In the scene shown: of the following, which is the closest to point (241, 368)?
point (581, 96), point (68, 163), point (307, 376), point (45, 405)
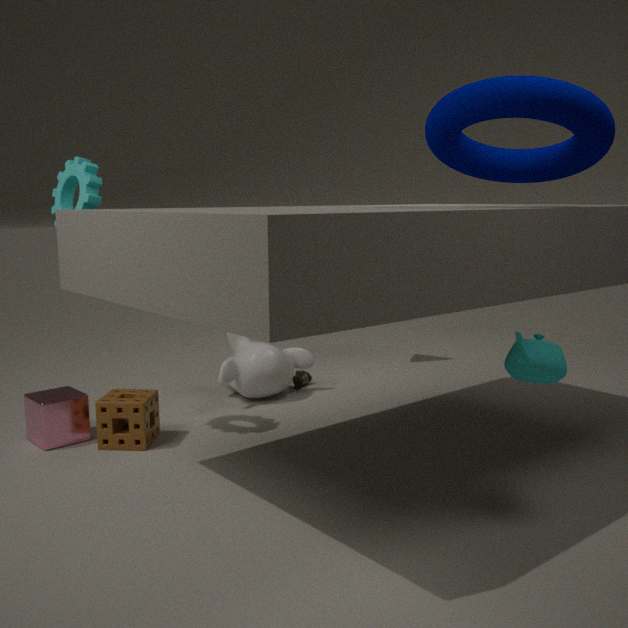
point (307, 376)
